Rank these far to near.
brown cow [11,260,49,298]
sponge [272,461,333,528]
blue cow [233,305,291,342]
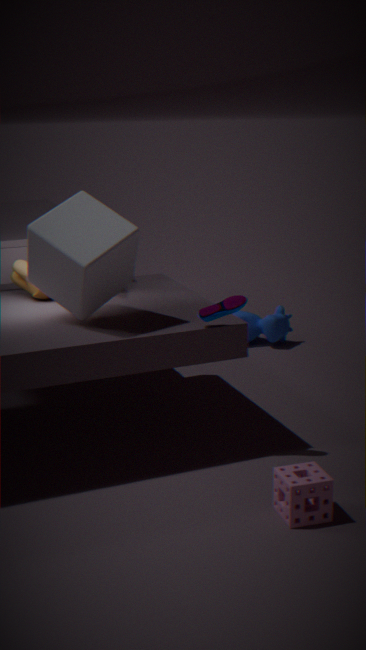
1. blue cow [233,305,291,342]
2. brown cow [11,260,49,298]
3. sponge [272,461,333,528]
